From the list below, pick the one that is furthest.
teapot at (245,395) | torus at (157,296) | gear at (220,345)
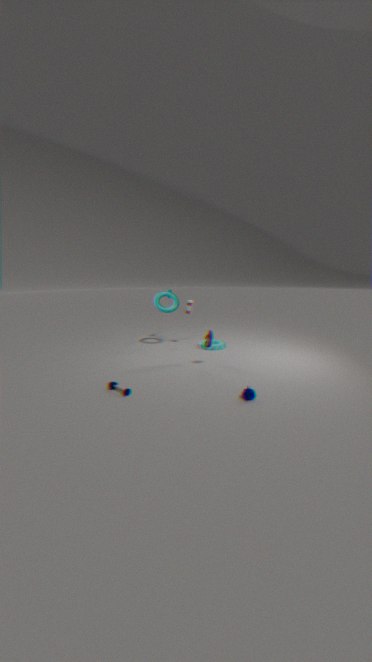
torus at (157,296)
